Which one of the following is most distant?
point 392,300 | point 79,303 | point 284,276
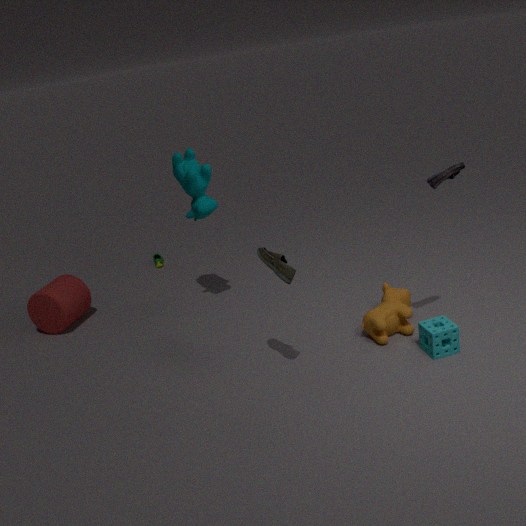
point 79,303
